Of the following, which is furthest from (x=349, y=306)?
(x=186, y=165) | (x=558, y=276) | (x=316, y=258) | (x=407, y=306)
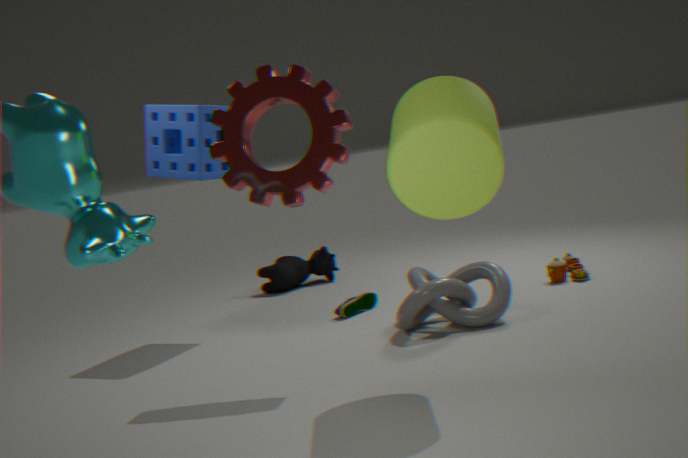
(x=186, y=165)
